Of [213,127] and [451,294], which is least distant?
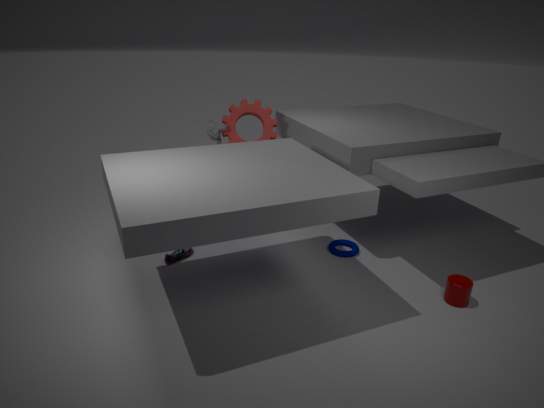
[451,294]
